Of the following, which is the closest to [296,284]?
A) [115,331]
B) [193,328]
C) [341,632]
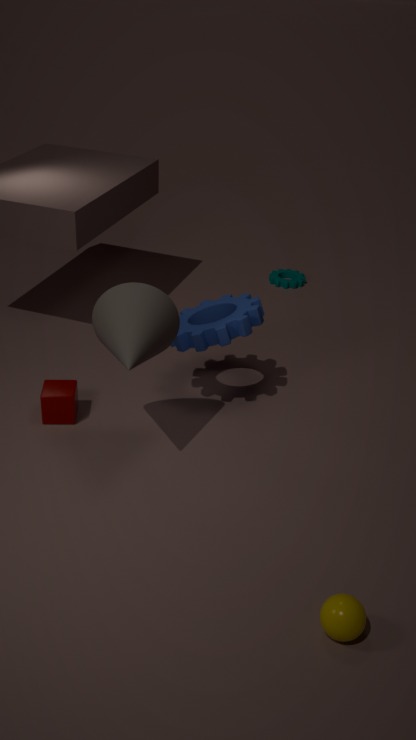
[193,328]
